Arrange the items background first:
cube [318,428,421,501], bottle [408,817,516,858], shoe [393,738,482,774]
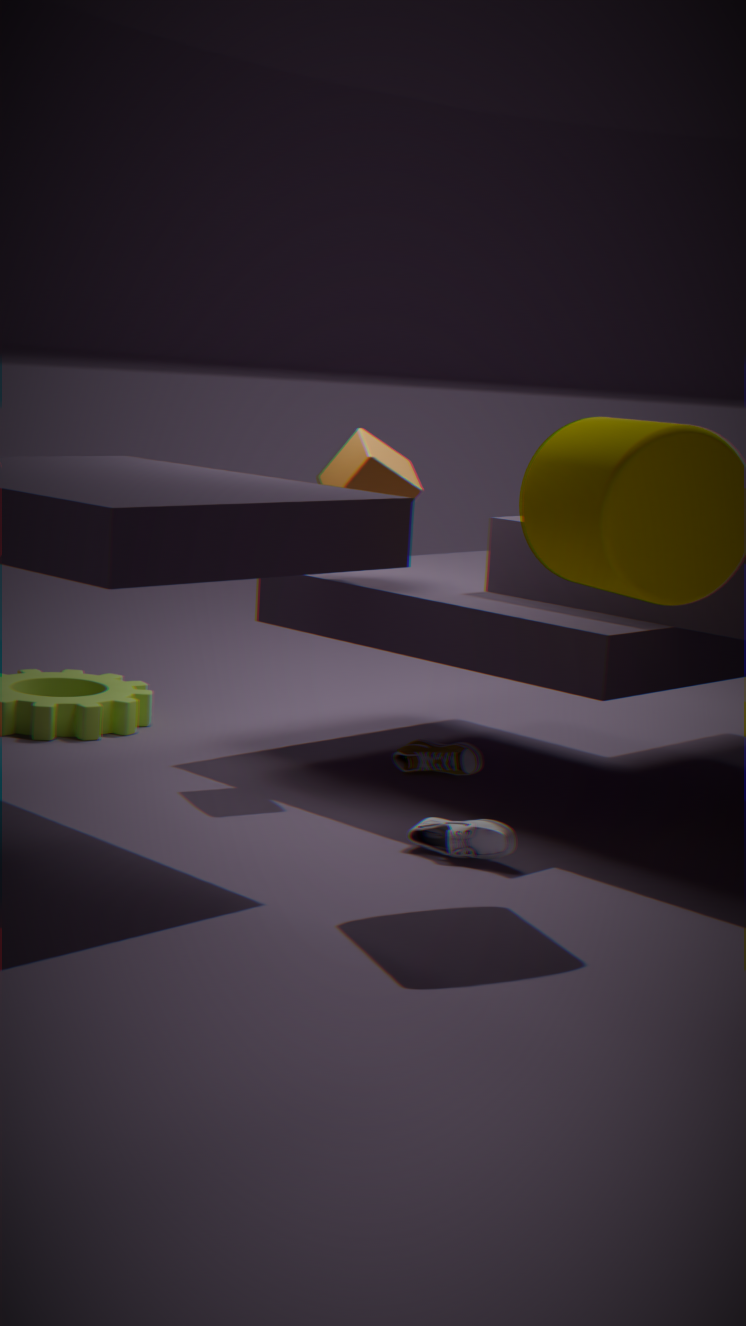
shoe [393,738,482,774], cube [318,428,421,501], bottle [408,817,516,858]
